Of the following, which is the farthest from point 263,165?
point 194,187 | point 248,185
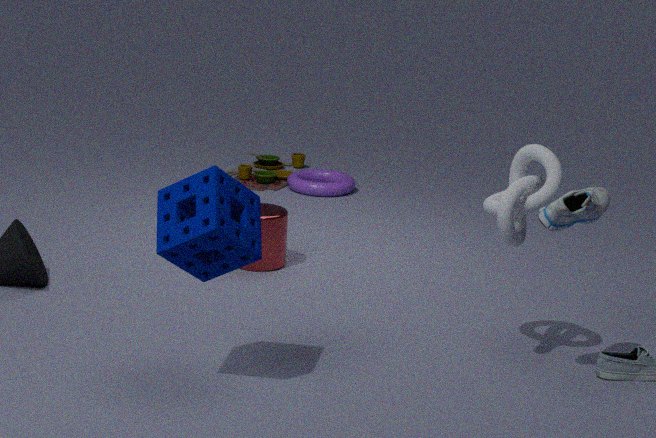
point 194,187
